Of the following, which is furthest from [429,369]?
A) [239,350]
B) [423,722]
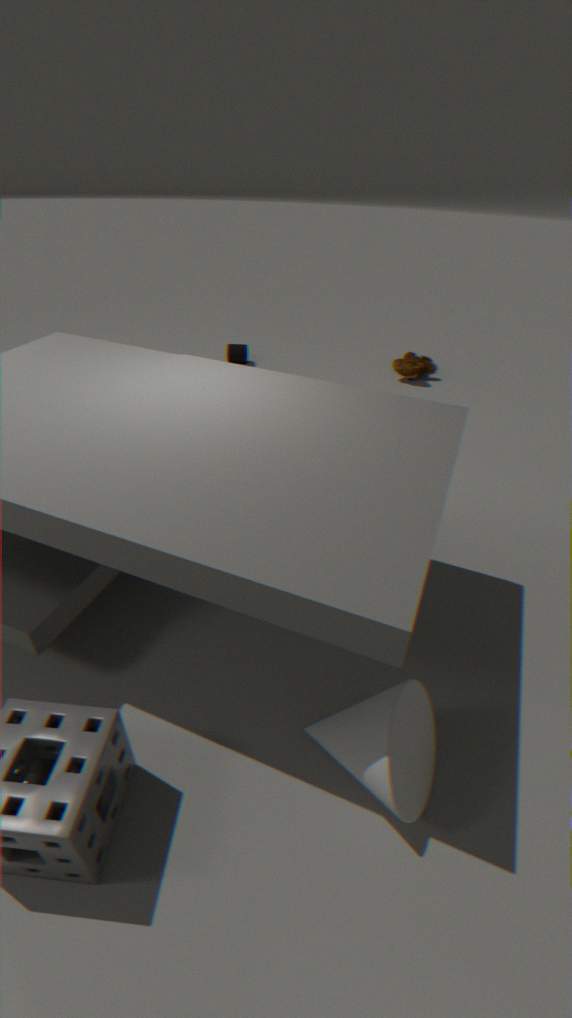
[423,722]
